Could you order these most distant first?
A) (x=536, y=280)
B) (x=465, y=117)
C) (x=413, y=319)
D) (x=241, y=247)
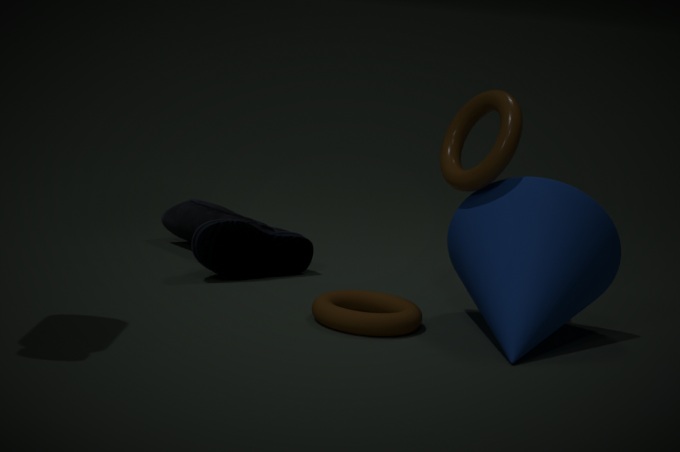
(x=241, y=247) → (x=465, y=117) → (x=413, y=319) → (x=536, y=280)
